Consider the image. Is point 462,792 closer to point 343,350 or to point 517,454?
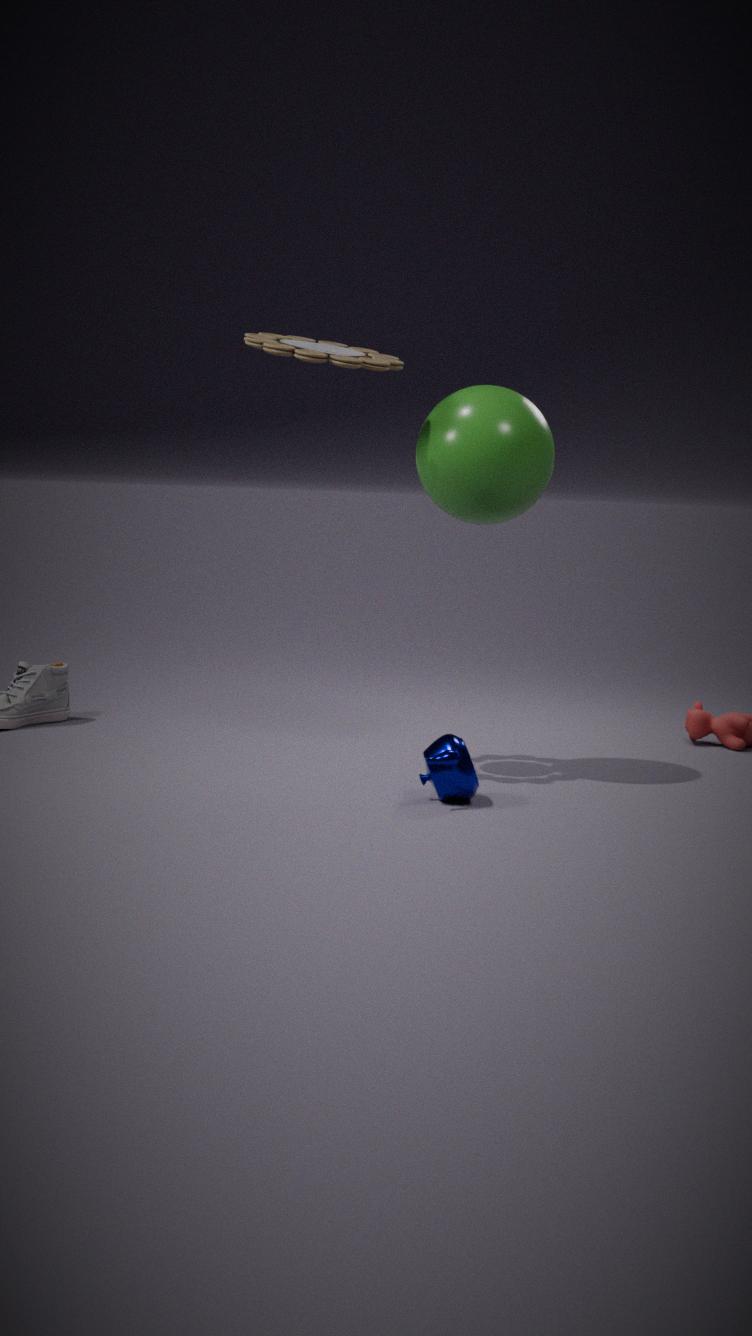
point 517,454
